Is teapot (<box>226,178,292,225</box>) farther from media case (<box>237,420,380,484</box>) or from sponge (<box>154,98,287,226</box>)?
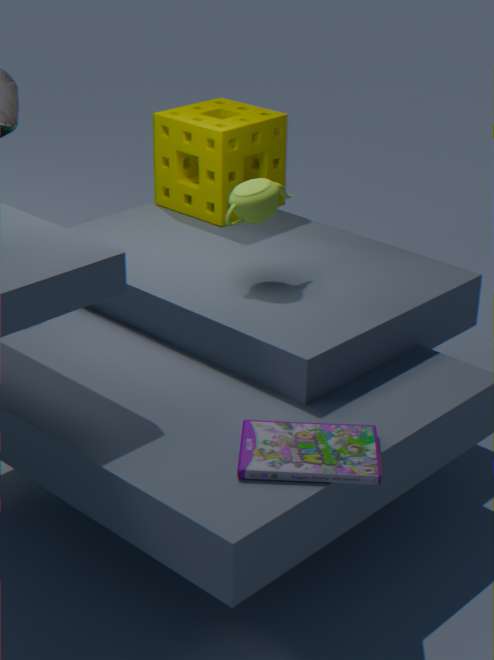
media case (<box>237,420,380,484</box>)
